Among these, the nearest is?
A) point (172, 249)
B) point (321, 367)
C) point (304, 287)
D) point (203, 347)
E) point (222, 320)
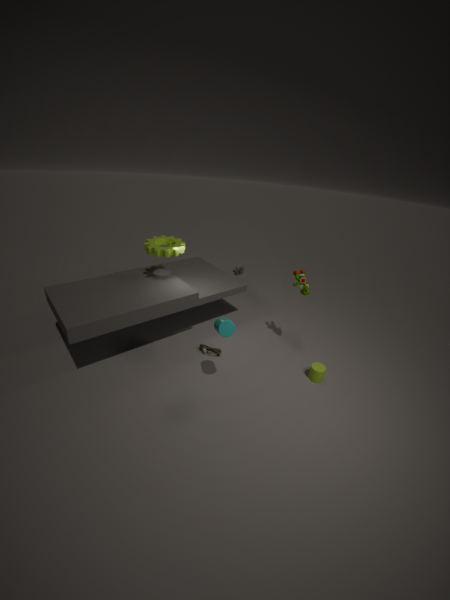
point (222, 320)
